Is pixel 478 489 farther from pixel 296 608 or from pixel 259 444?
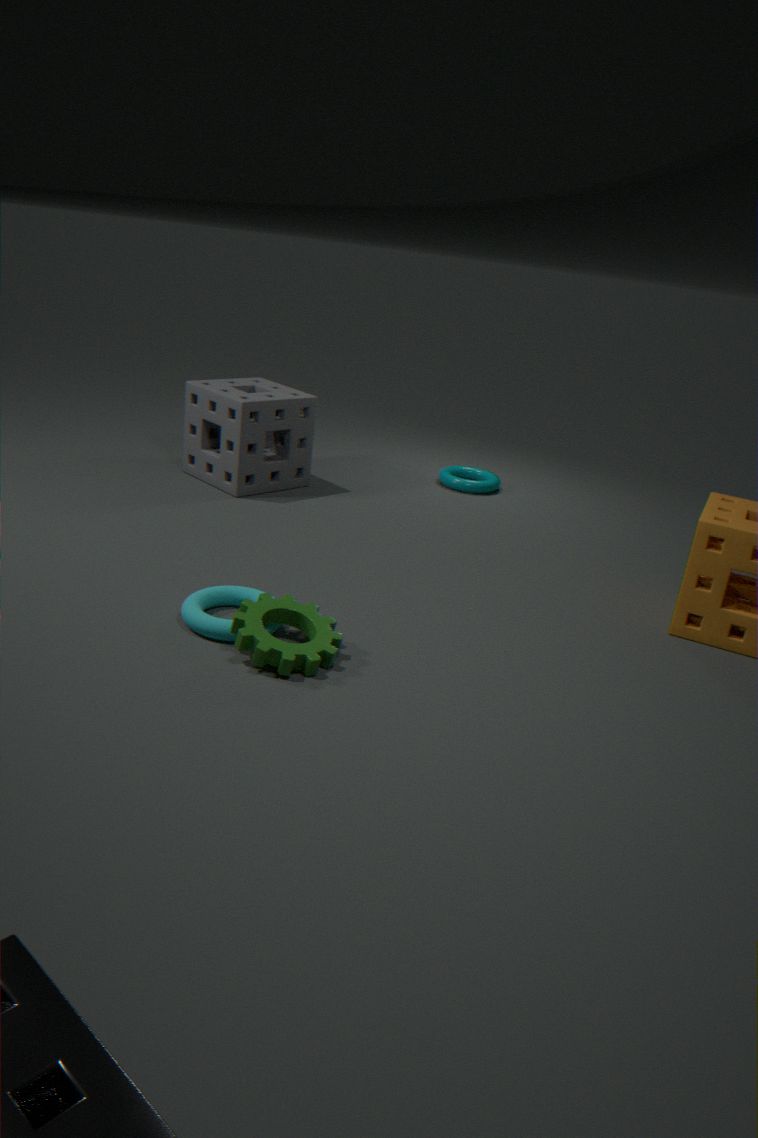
pixel 296 608
